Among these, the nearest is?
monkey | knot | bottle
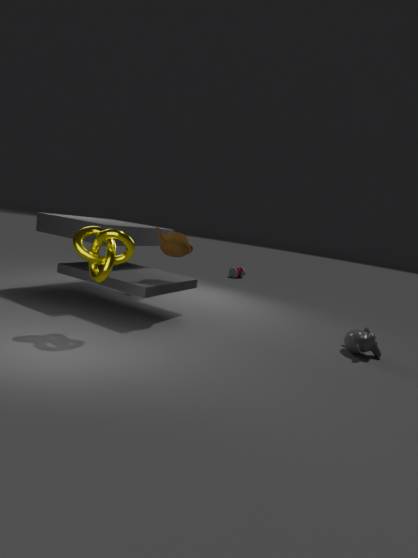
knot
